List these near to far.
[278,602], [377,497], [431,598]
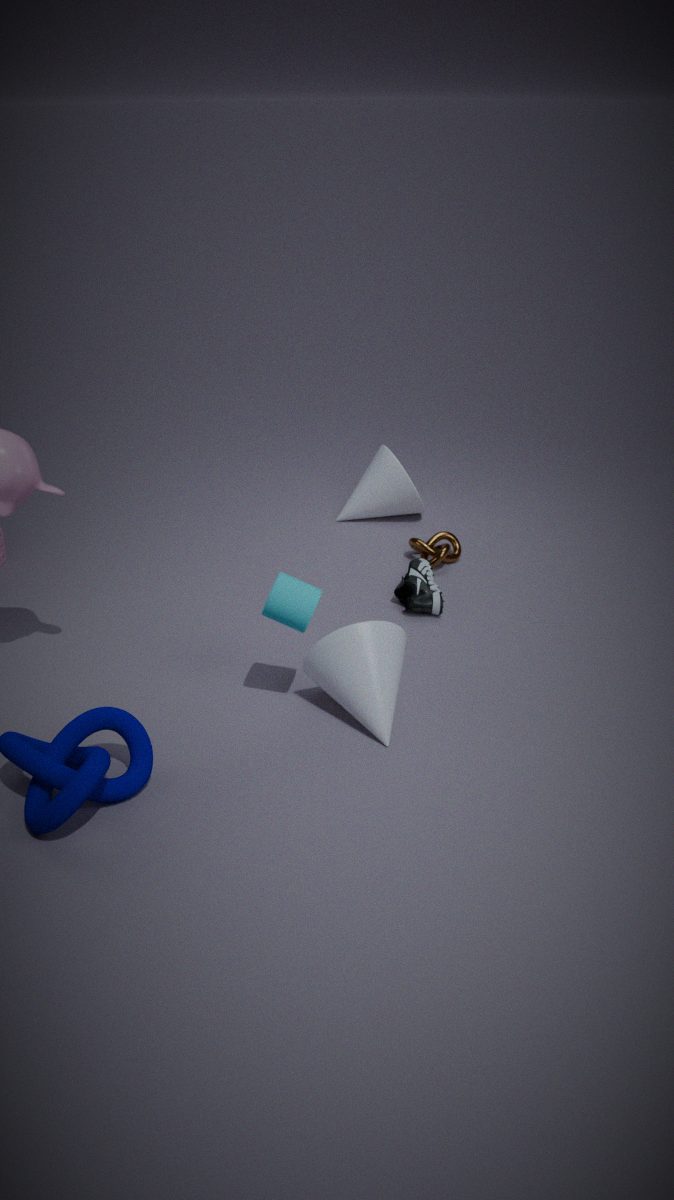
[278,602]
[431,598]
[377,497]
